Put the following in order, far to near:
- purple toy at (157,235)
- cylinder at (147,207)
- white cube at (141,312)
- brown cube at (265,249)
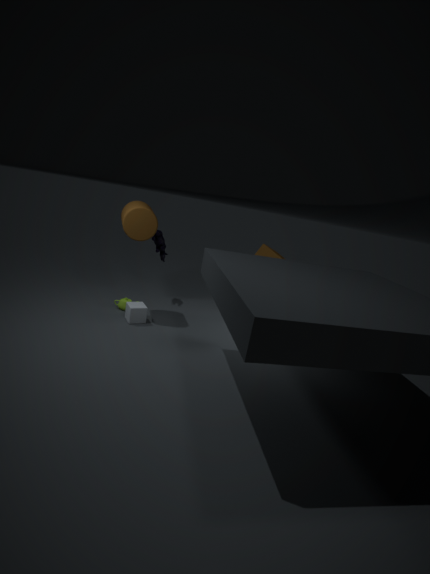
purple toy at (157,235), brown cube at (265,249), white cube at (141,312), cylinder at (147,207)
